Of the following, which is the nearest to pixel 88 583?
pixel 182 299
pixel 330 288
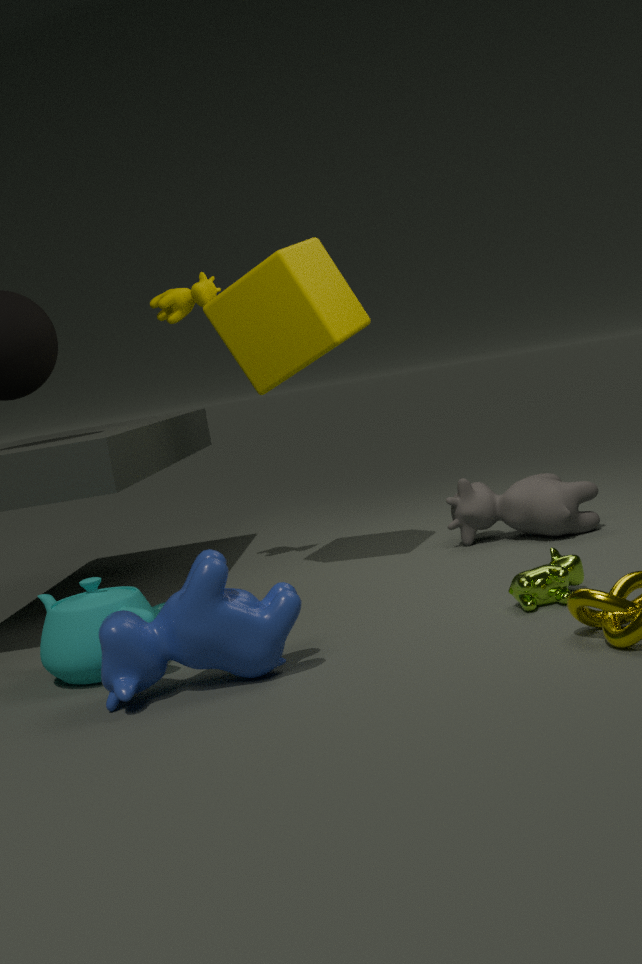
pixel 330 288
